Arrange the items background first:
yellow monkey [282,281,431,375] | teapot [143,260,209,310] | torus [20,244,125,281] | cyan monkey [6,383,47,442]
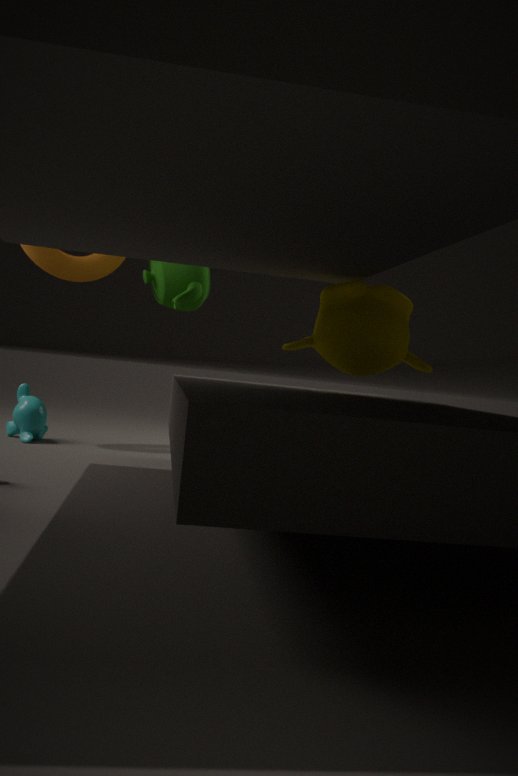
torus [20,244,125,281], teapot [143,260,209,310], cyan monkey [6,383,47,442], yellow monkey [282,281,431,375]
